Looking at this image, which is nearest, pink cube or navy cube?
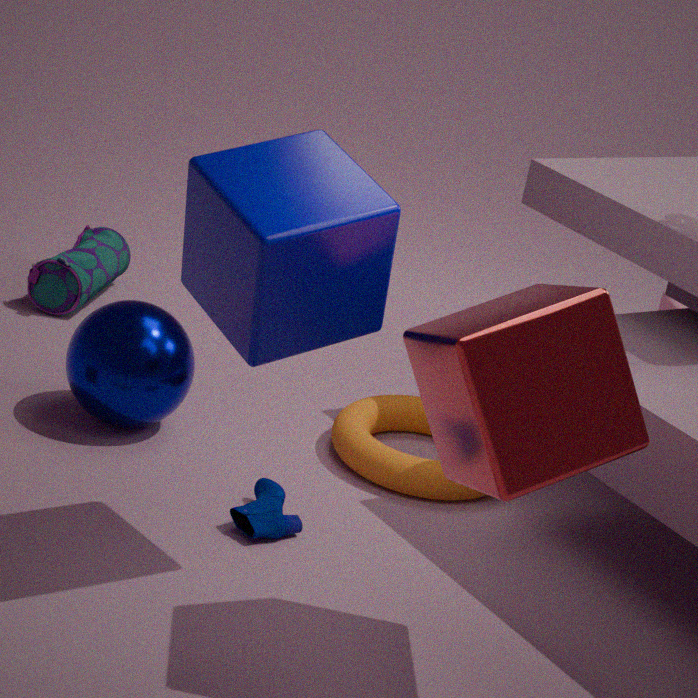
navy cube
